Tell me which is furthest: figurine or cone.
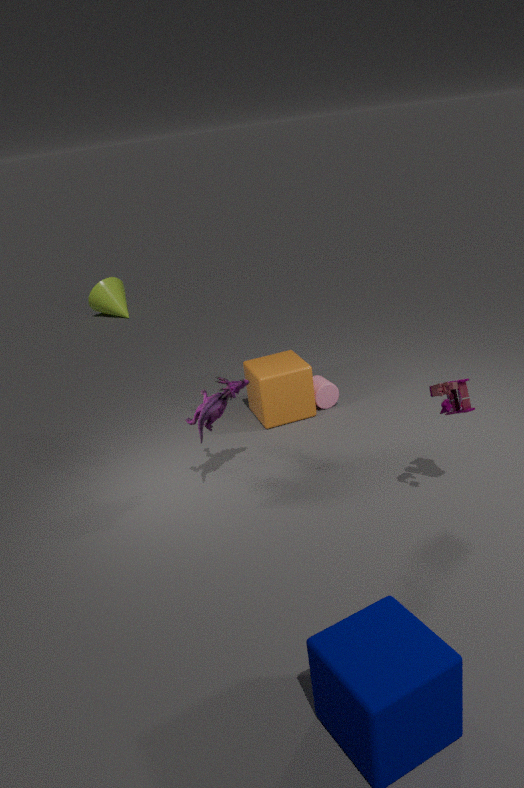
cone
